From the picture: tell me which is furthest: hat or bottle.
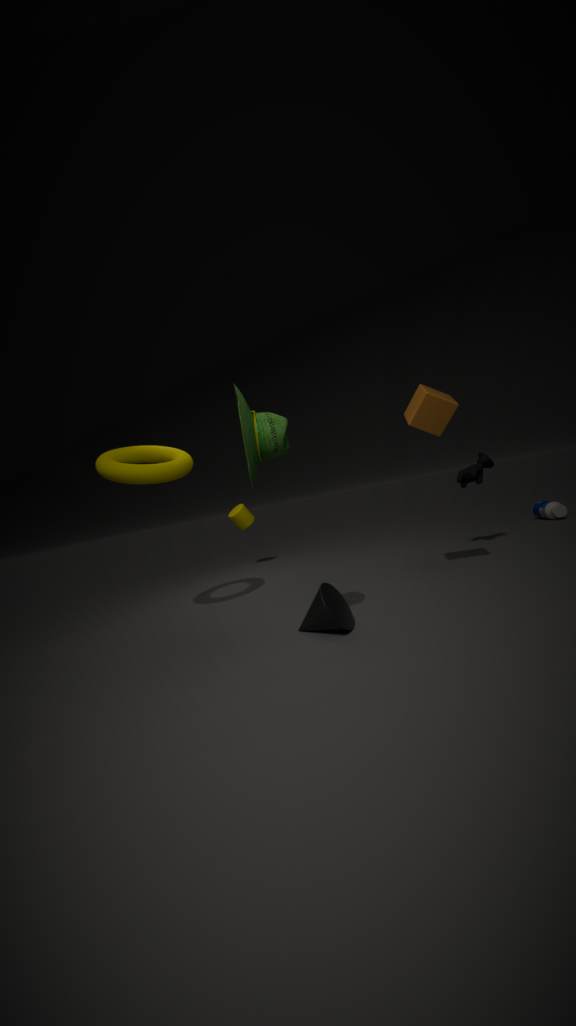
Result: bottle
